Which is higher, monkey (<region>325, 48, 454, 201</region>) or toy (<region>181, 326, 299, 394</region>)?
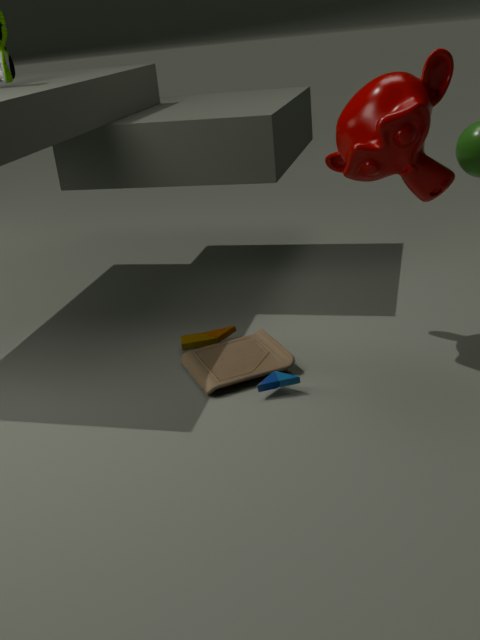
monkey (<region>325, 48, 454, 201</region>)
